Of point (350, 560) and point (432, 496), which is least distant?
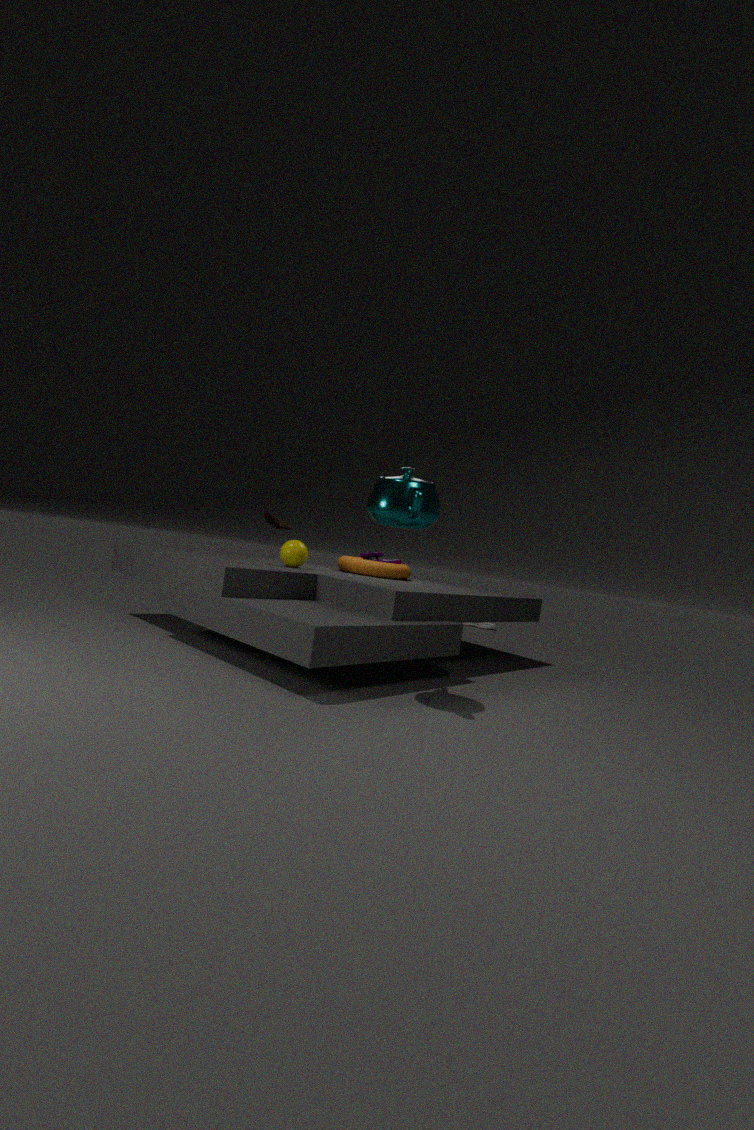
point (432, 496)
